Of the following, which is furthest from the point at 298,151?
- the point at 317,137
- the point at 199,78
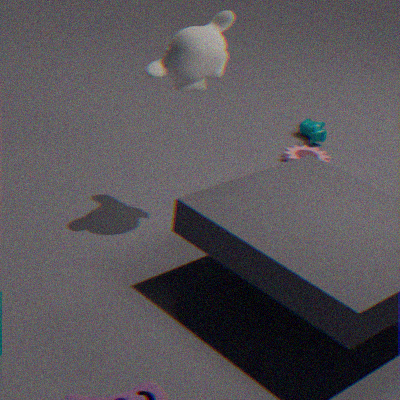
the point at 199,78
